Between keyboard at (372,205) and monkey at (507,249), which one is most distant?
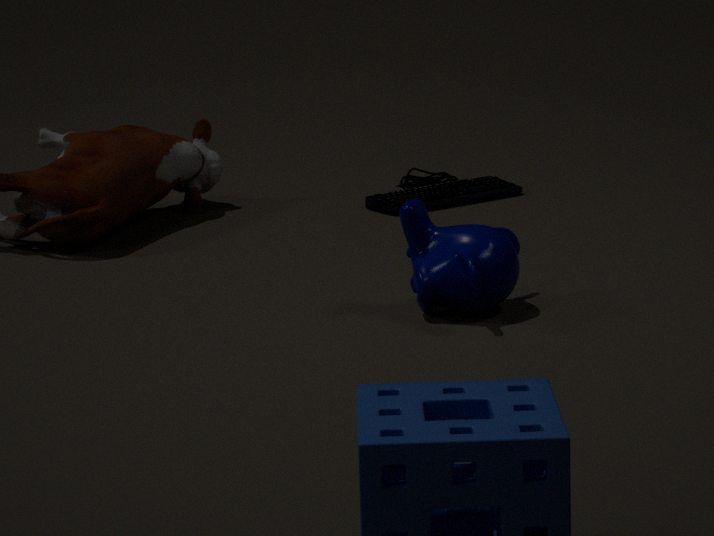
keyboard at (372,205)
